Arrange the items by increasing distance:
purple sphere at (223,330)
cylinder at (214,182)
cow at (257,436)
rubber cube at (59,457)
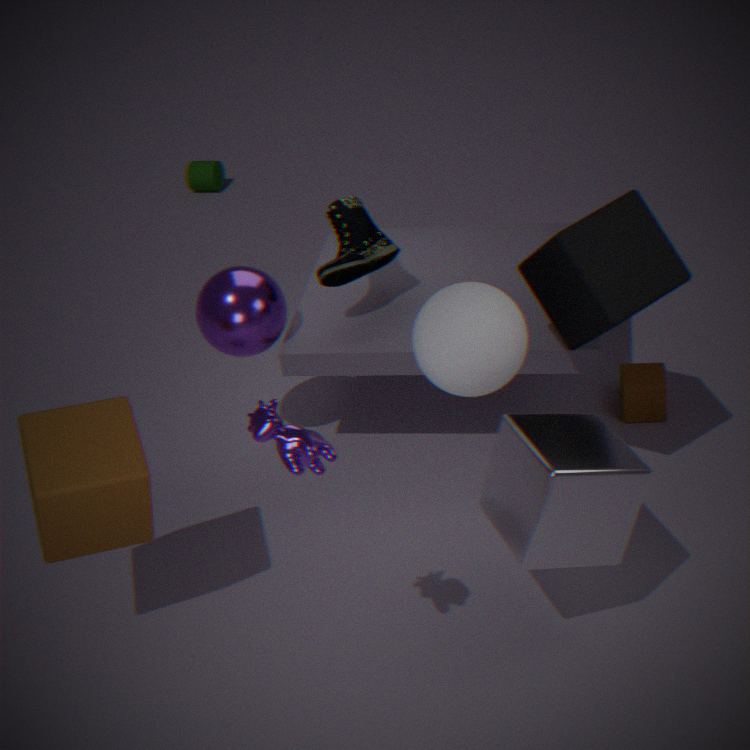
cow at (257,436) → rubber cube at (59,457) → purple sphere at (223,330) → cylinder at (214,182)
